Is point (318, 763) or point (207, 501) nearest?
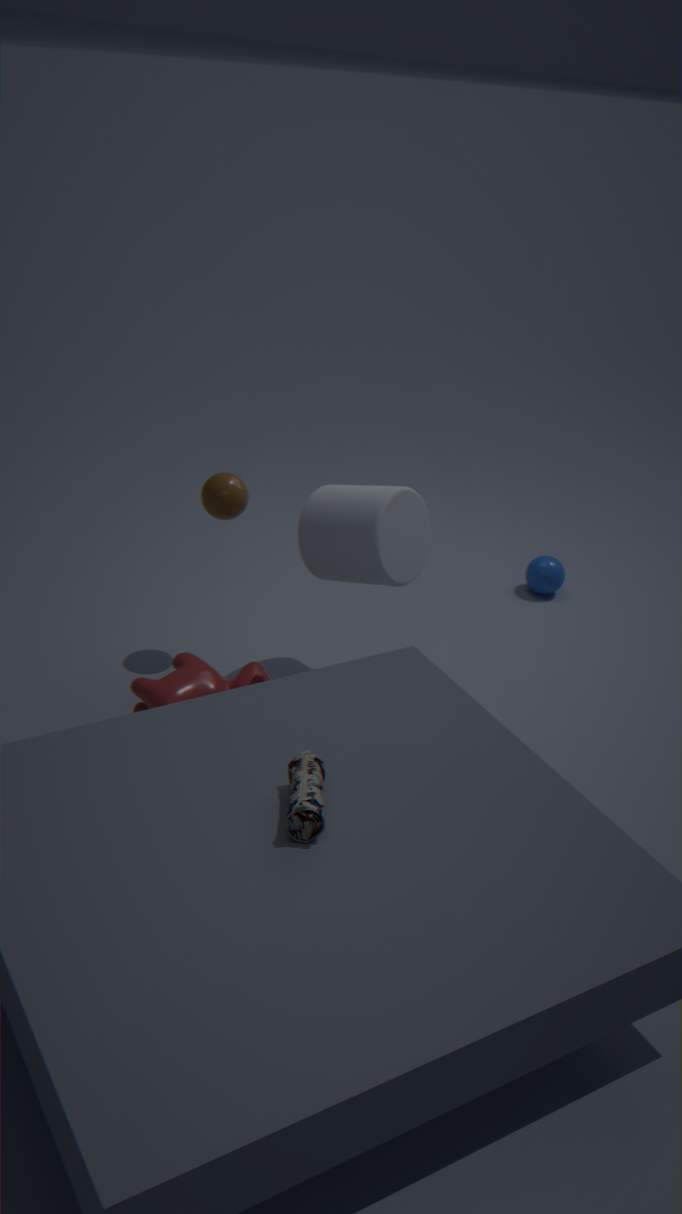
point (318, 763)
